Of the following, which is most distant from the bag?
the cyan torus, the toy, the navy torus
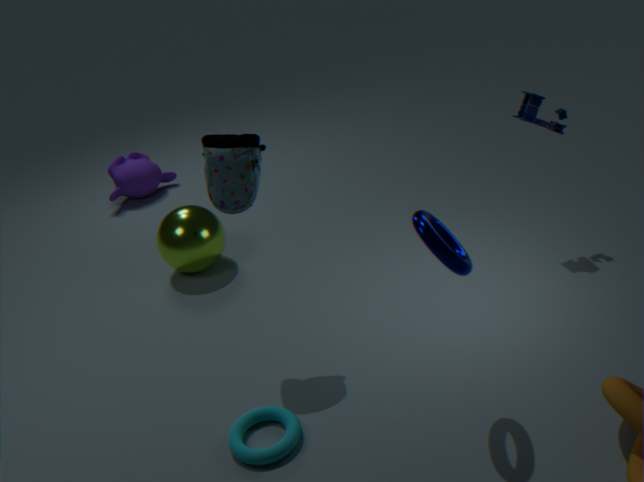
the toy
